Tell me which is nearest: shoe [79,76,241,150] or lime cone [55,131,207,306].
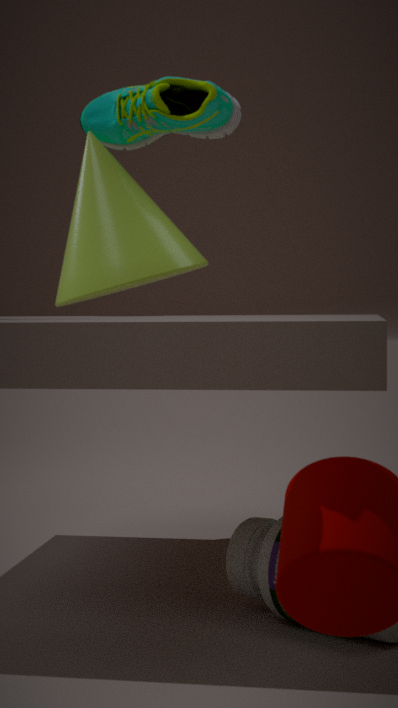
lime cone [55,131,207,306]
